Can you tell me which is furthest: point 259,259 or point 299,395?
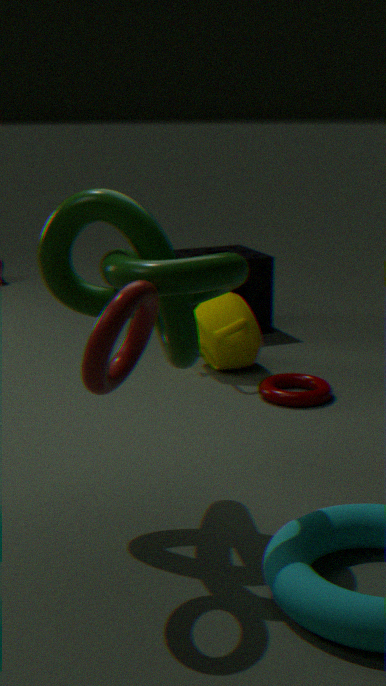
point 259,259
